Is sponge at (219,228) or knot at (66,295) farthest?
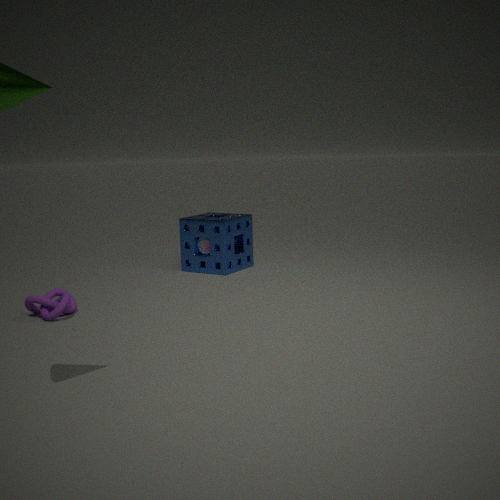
sponge at (219,228)
